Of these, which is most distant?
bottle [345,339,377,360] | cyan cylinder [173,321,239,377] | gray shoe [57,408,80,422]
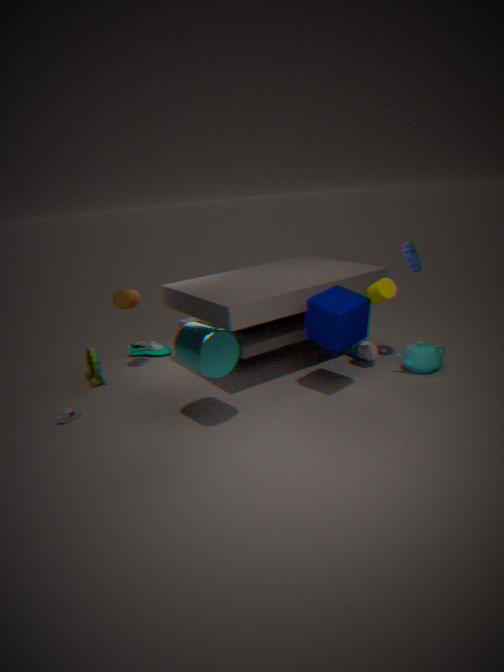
bottle [345,339,377,360]
